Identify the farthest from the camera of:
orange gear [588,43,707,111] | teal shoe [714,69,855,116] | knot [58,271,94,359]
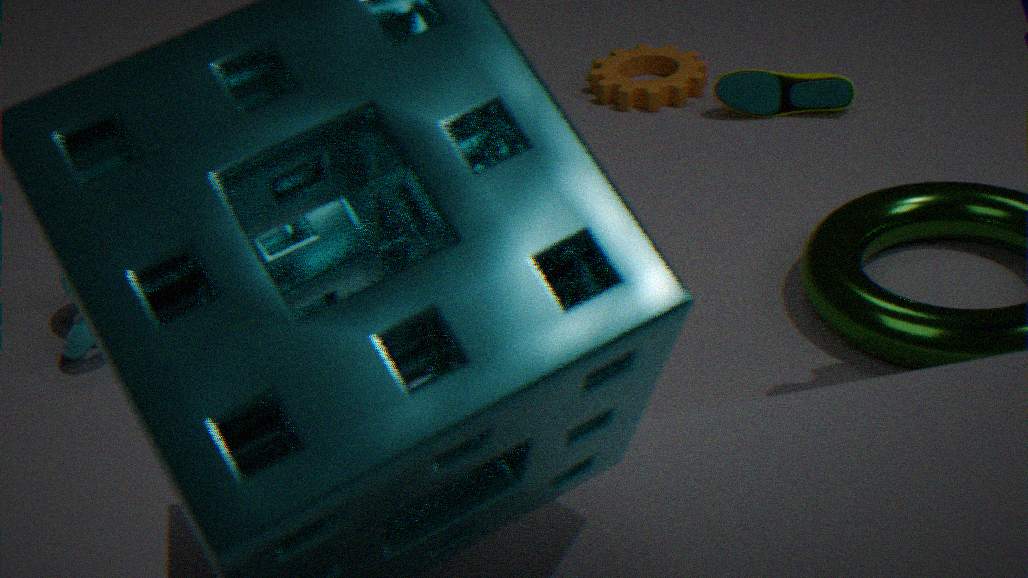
orange gear [588,43,707,111]
